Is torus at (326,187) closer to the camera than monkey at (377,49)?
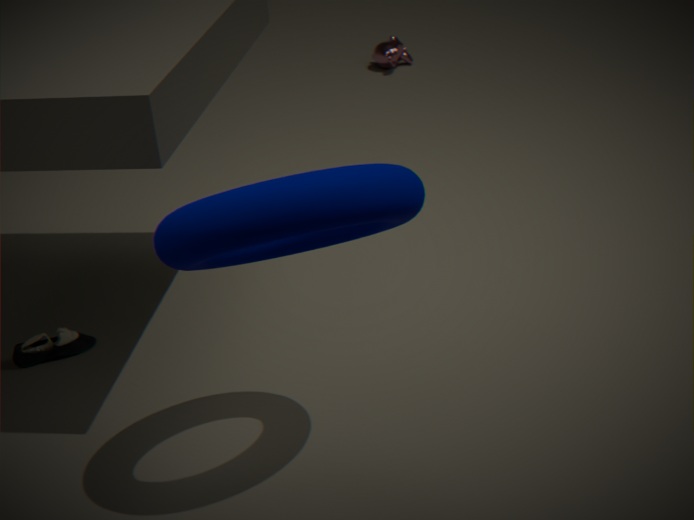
Yes
